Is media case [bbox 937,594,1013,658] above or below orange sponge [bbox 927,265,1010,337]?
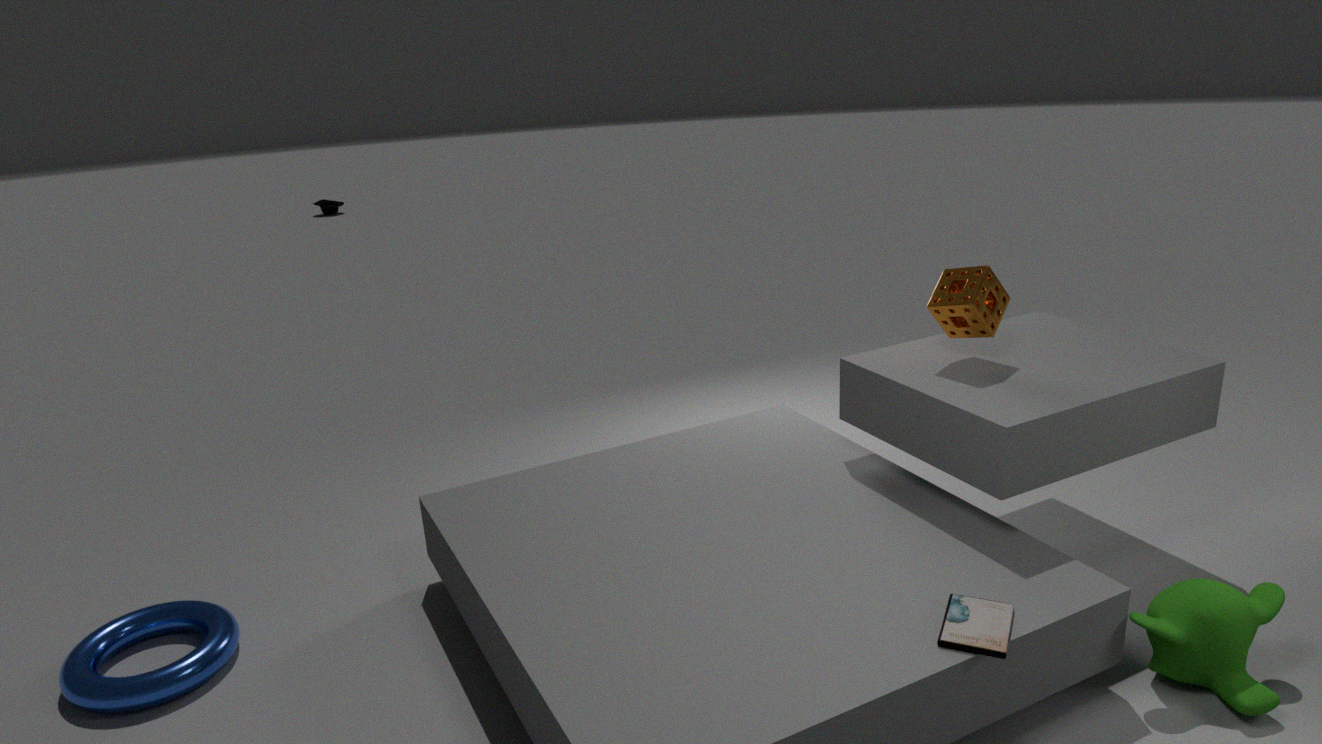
below
